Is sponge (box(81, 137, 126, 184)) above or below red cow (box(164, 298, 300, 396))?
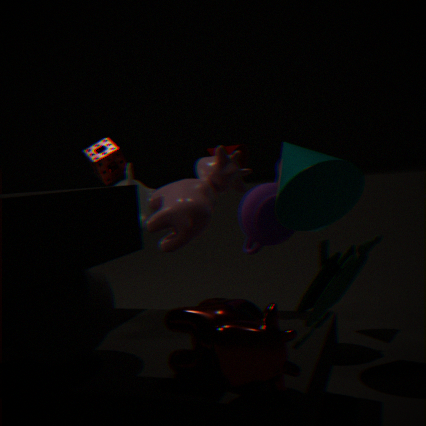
above
